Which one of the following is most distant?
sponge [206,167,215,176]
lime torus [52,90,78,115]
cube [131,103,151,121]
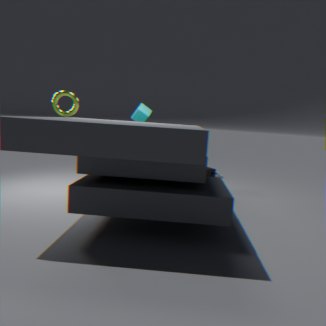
sponge [206,167,215,176]
